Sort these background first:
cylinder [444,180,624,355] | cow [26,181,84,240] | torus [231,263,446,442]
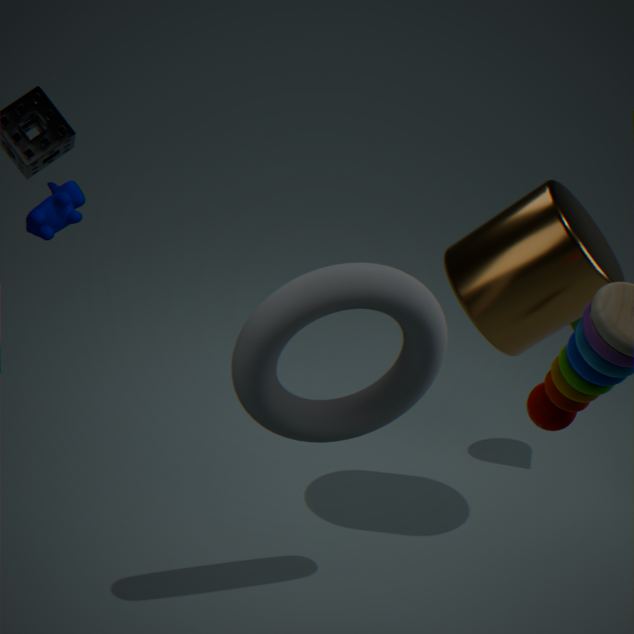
1. cow [26,181,84,240]
2. cylinder [444,180,624,355]
3. torus [231,263,446,442]
